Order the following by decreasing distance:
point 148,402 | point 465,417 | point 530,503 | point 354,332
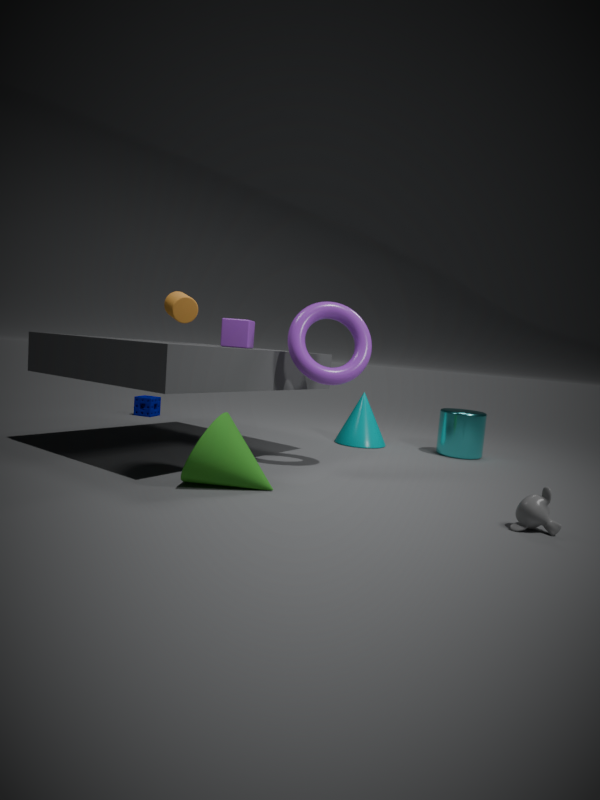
point 148,402
point 465,417
point 354,332
point 530,503
